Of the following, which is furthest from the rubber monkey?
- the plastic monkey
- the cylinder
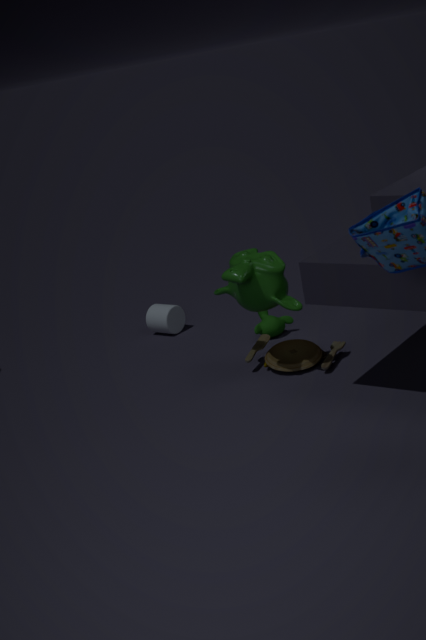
the cylinder
